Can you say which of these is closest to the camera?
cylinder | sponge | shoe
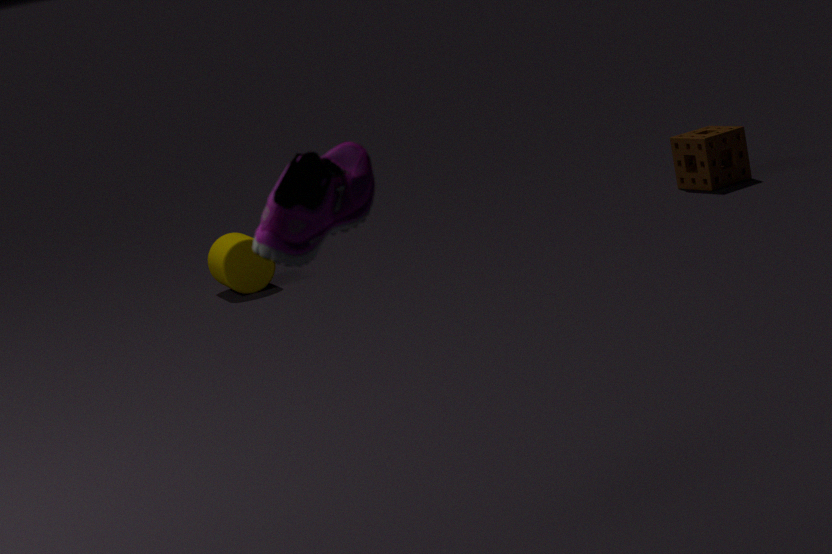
shoe
